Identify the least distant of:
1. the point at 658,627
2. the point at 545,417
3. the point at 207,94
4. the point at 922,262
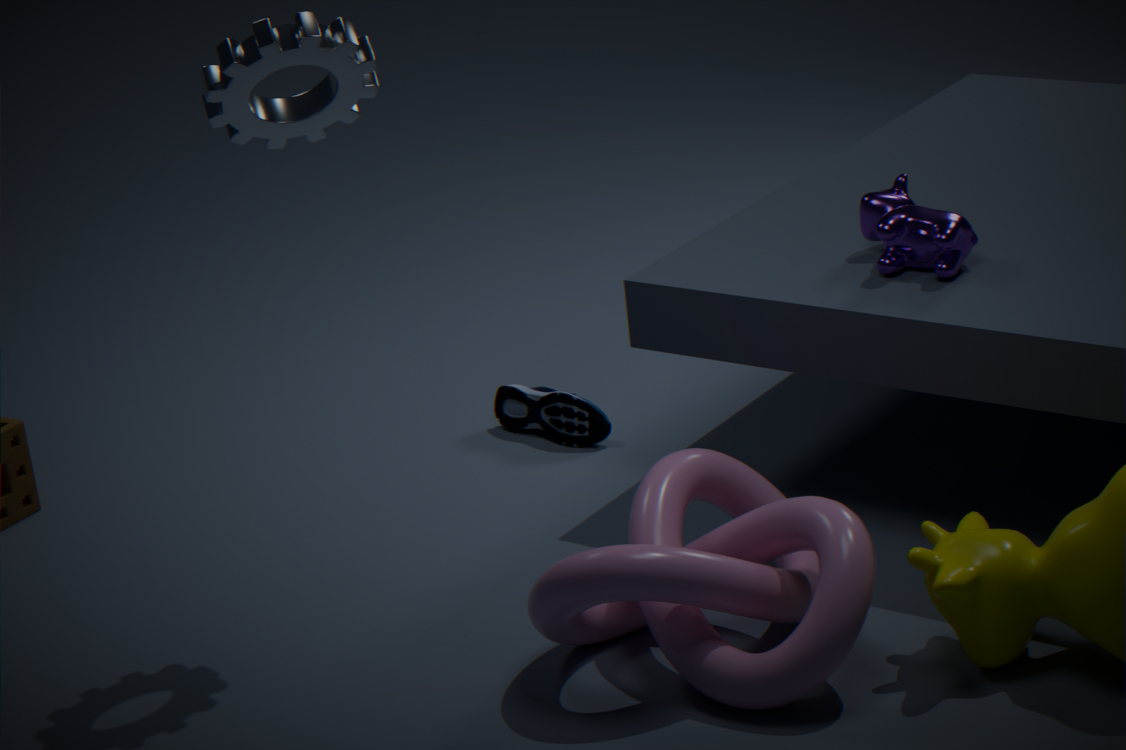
the point at 658,627
